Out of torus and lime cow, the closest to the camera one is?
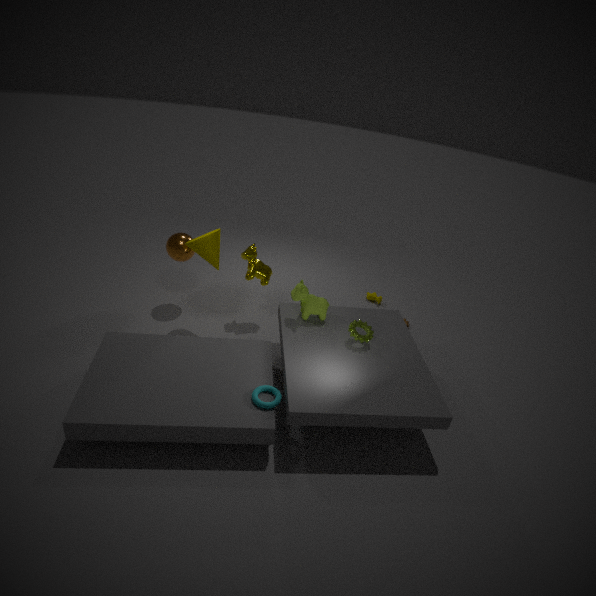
torus
